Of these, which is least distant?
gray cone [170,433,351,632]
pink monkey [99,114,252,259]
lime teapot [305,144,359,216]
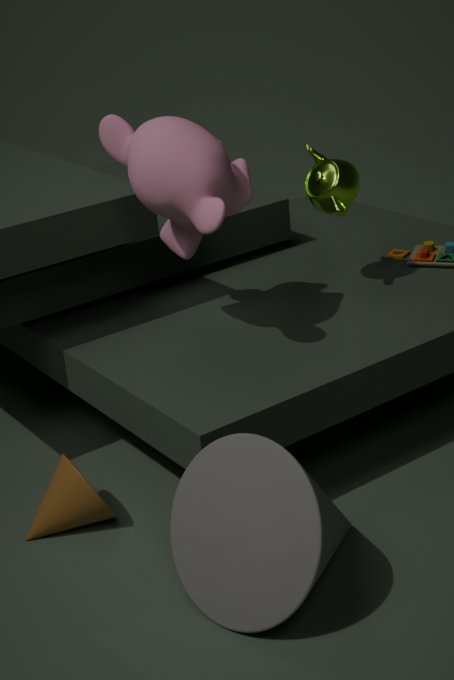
gray cone [170,433,351,632]
